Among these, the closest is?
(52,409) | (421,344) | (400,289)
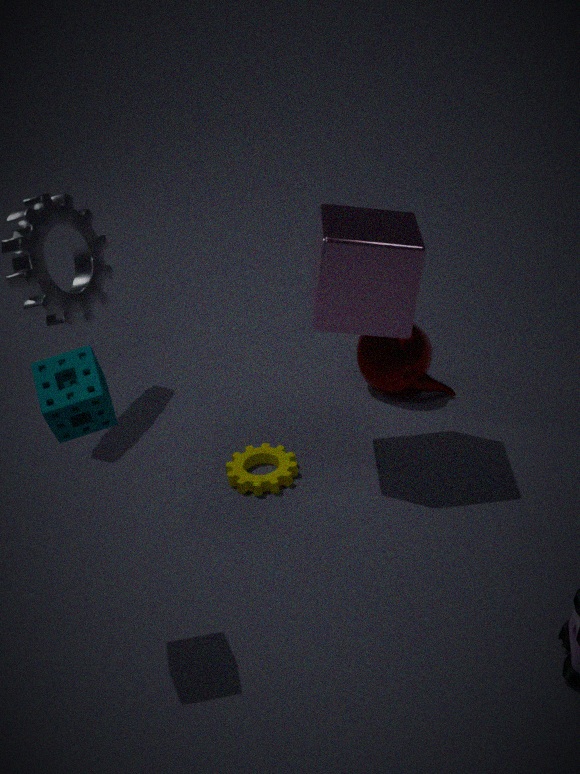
(52,409)
